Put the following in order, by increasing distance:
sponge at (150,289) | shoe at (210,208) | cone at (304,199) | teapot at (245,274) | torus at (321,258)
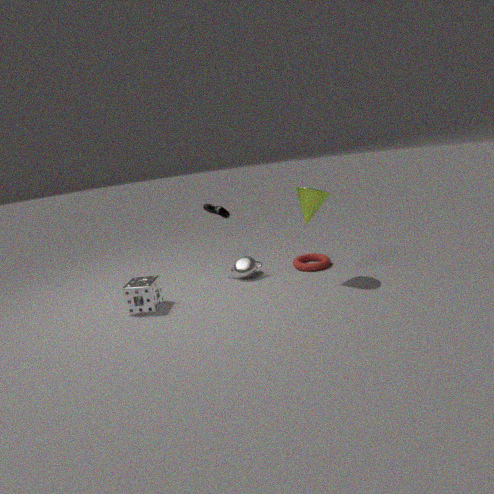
1. cone at (304,199)
2. sponge at (150,289)
3. teapot at (245,274)
4. torus at (321,258)
5. shoe at (210,208)
